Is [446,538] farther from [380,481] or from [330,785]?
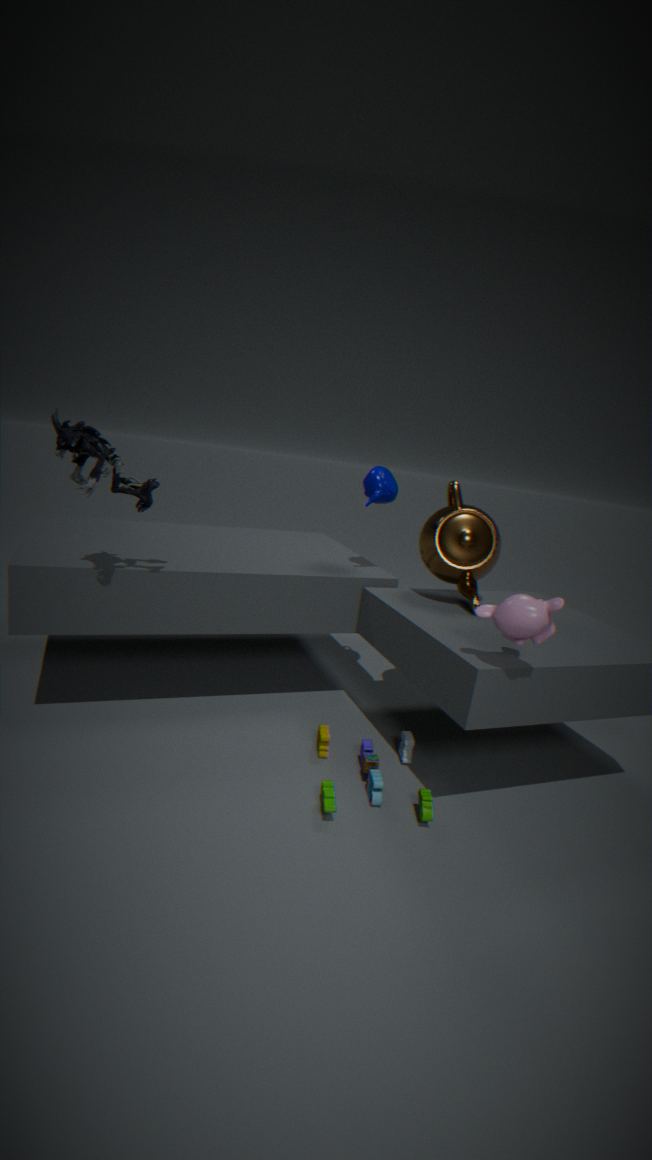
[330,785]
